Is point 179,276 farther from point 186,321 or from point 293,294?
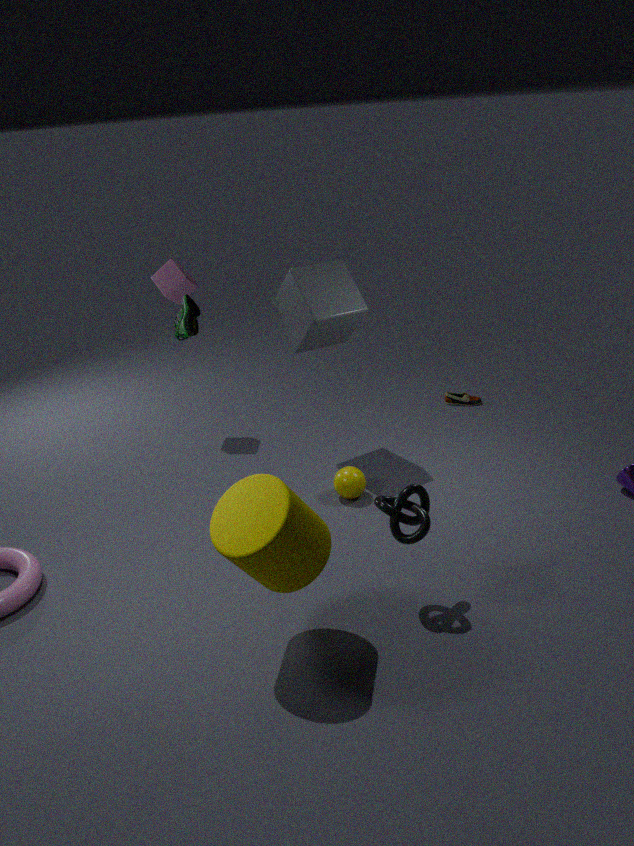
point 186,321
